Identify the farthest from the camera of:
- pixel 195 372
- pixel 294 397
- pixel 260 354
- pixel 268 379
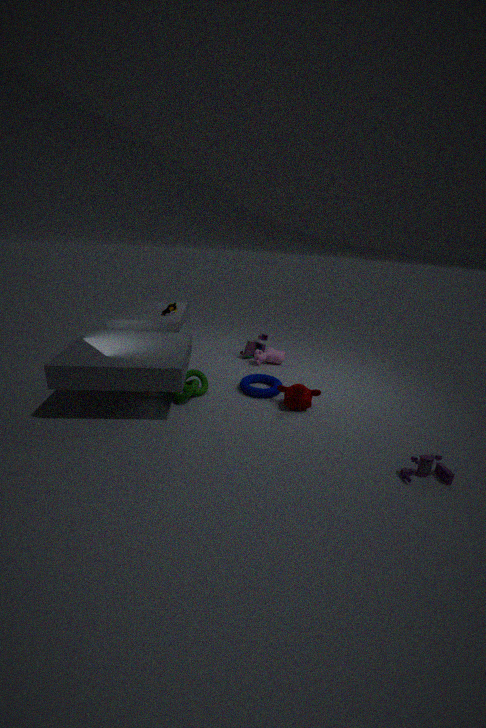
pixel 260 354
